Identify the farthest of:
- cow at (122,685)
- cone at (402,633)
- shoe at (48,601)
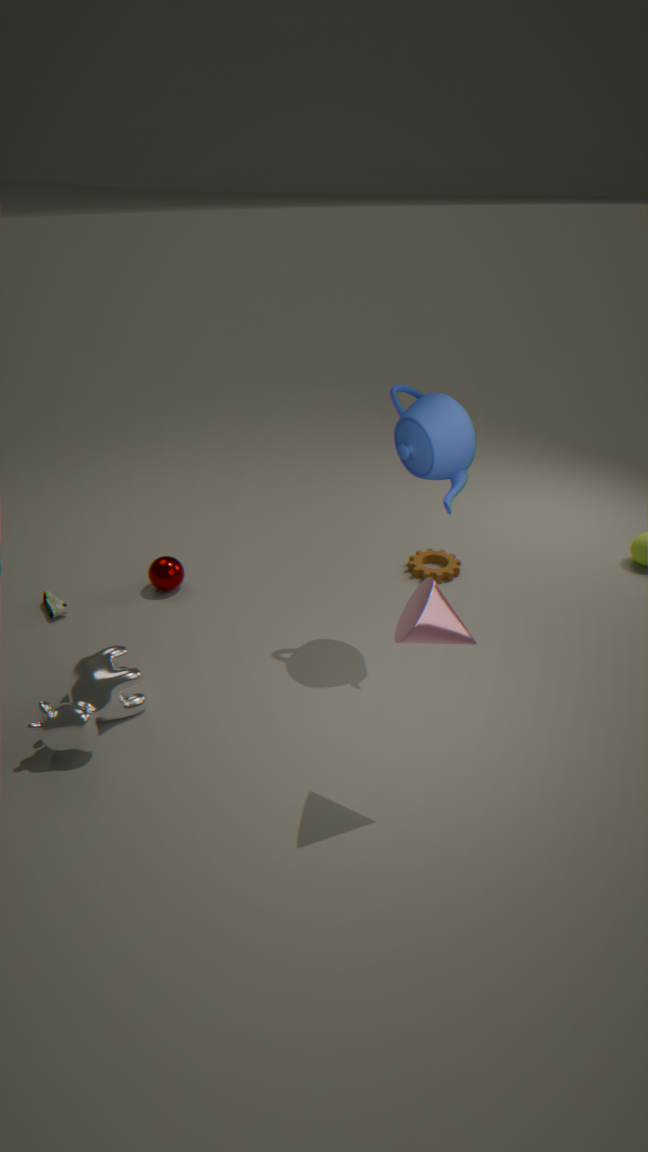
shoe at (48,601)
